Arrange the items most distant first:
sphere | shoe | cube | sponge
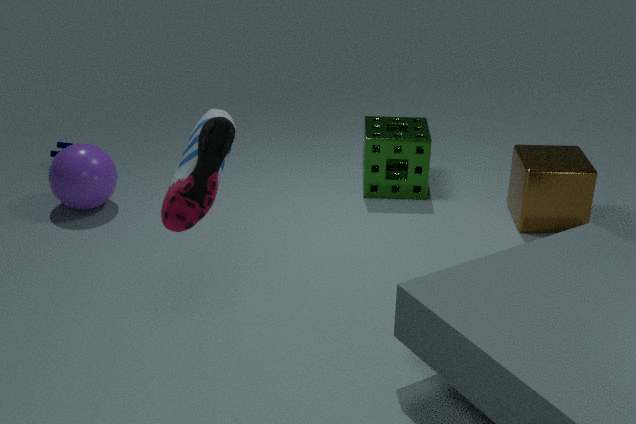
1. sponge
2. sphere
3. cube
4. shoe
